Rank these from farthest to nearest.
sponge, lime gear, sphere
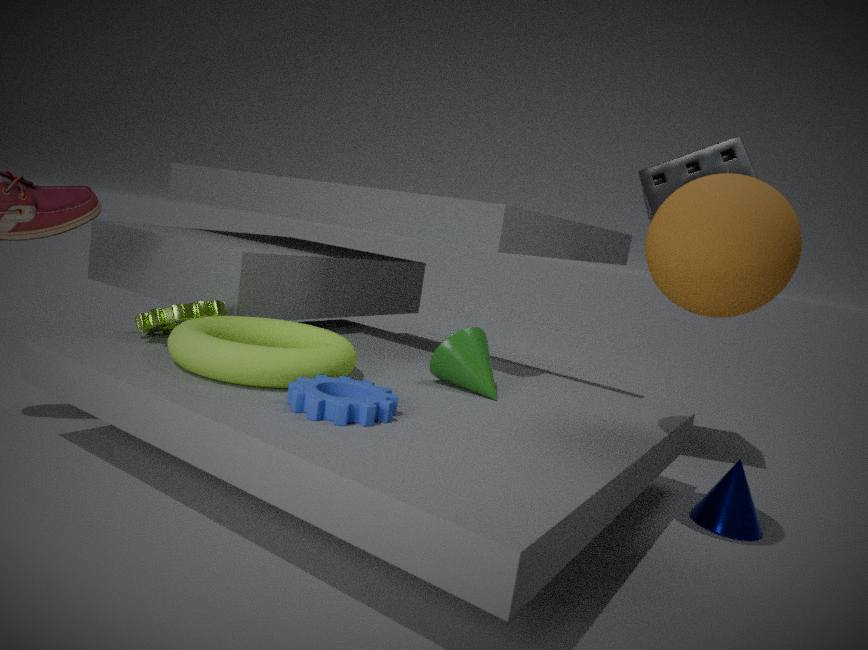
sponge
lime gear
sphere
